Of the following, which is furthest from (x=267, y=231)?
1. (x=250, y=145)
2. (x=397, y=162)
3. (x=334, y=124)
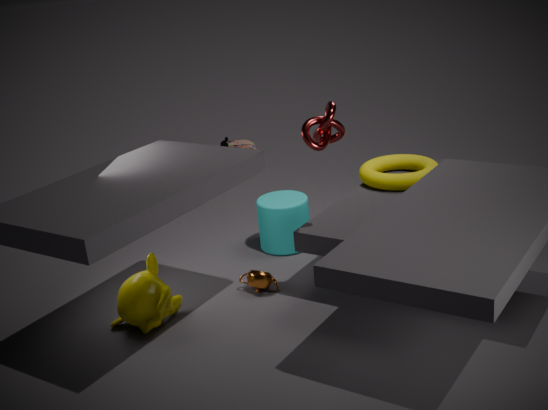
(x=250, y=145)
